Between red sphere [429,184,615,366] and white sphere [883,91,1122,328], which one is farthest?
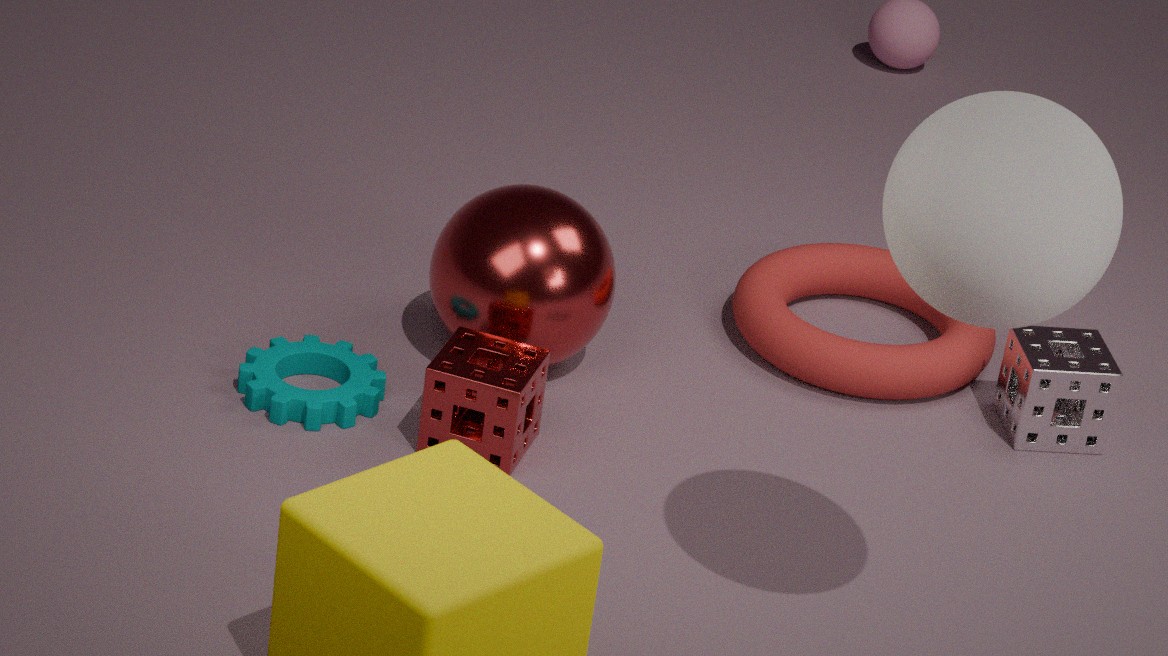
red sphere [429,184,615,366]
